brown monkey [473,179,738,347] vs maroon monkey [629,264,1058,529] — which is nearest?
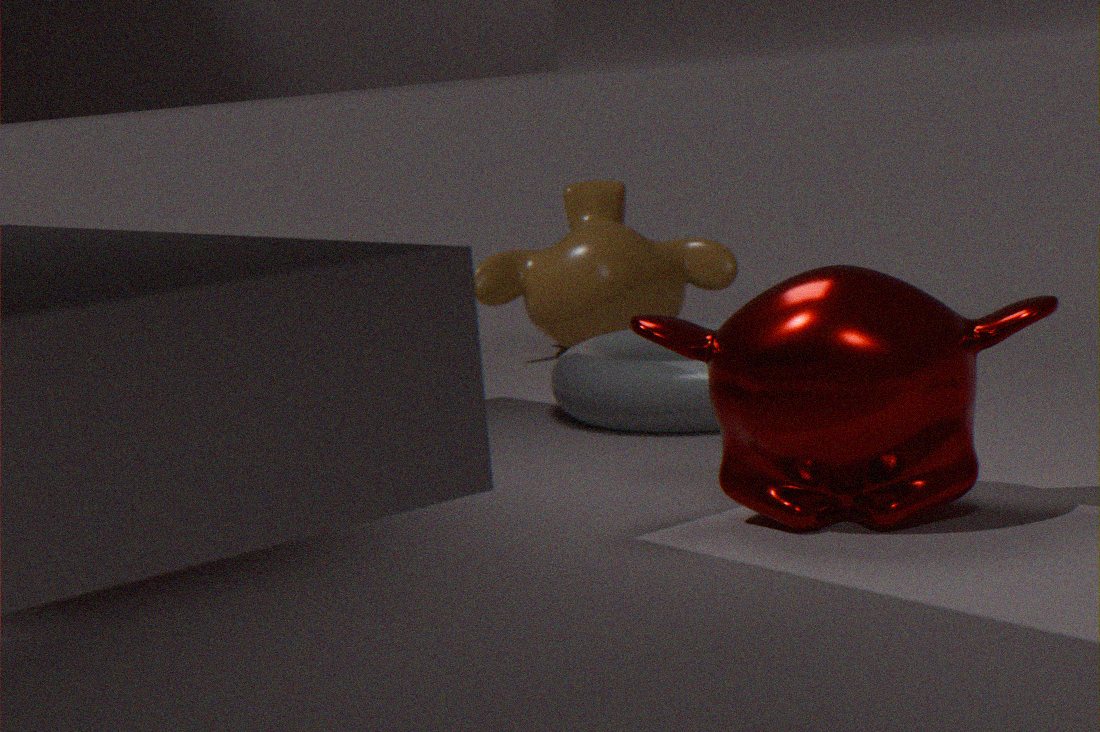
maroon monkey [629,264,1058,529]
